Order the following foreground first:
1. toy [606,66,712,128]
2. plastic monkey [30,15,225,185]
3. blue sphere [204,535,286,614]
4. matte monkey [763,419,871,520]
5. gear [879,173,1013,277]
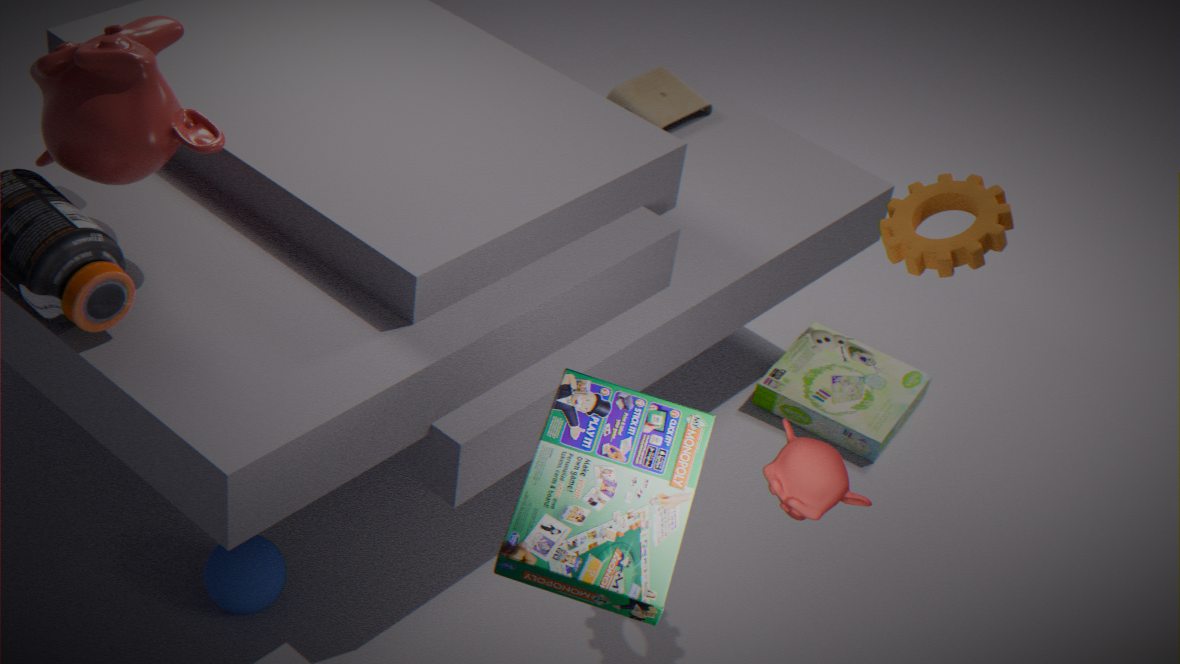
matte monkey [763,419,871,520] → plastic monkey [30,15,225,185] → gear [879,173,1013,277] → blue sphere [204,535,286,614] → toy [606,66,712,128]
